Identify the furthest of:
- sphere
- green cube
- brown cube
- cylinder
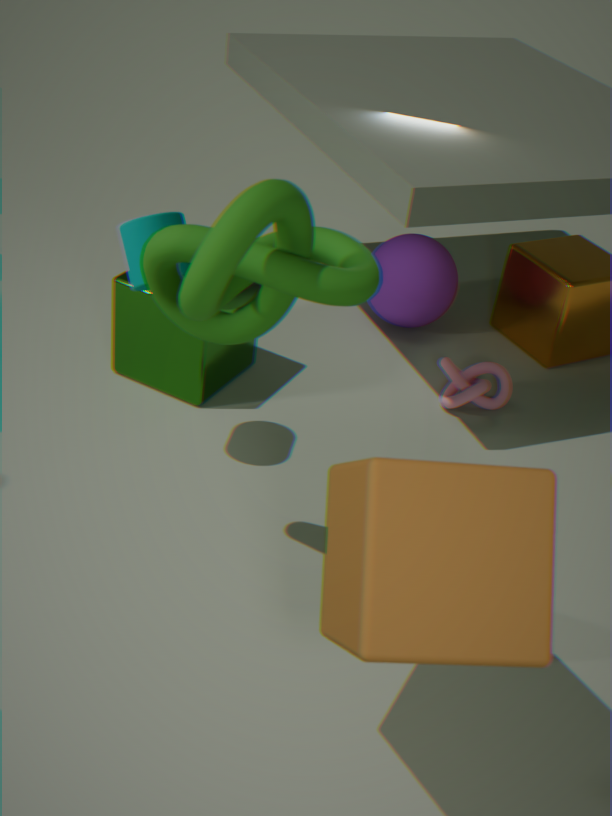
sphere
